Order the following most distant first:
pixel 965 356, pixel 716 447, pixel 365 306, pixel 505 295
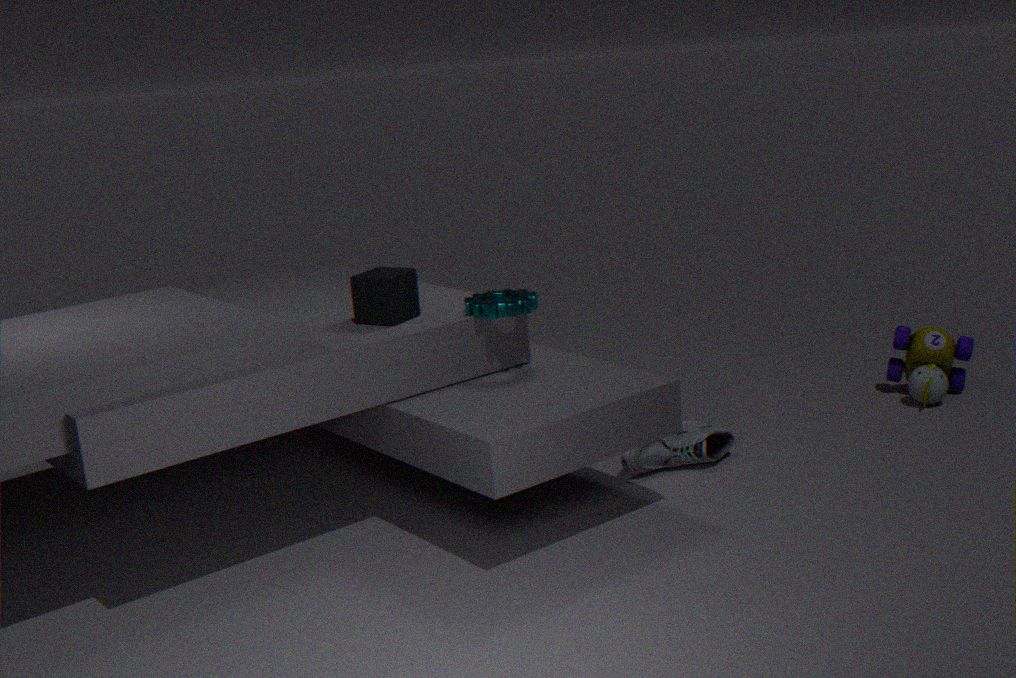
pixel 965 356 < pixel 716 447 < pixel 505 295 < pixel 365 306
